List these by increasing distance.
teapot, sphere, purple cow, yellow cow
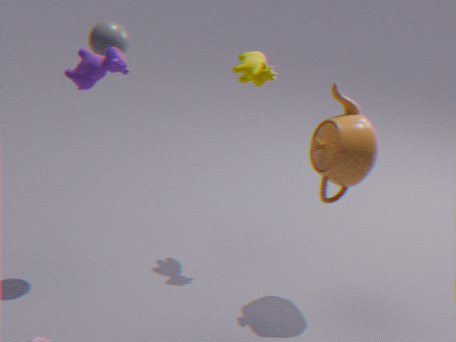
purple cow
teapot
sphere
yellow cow
